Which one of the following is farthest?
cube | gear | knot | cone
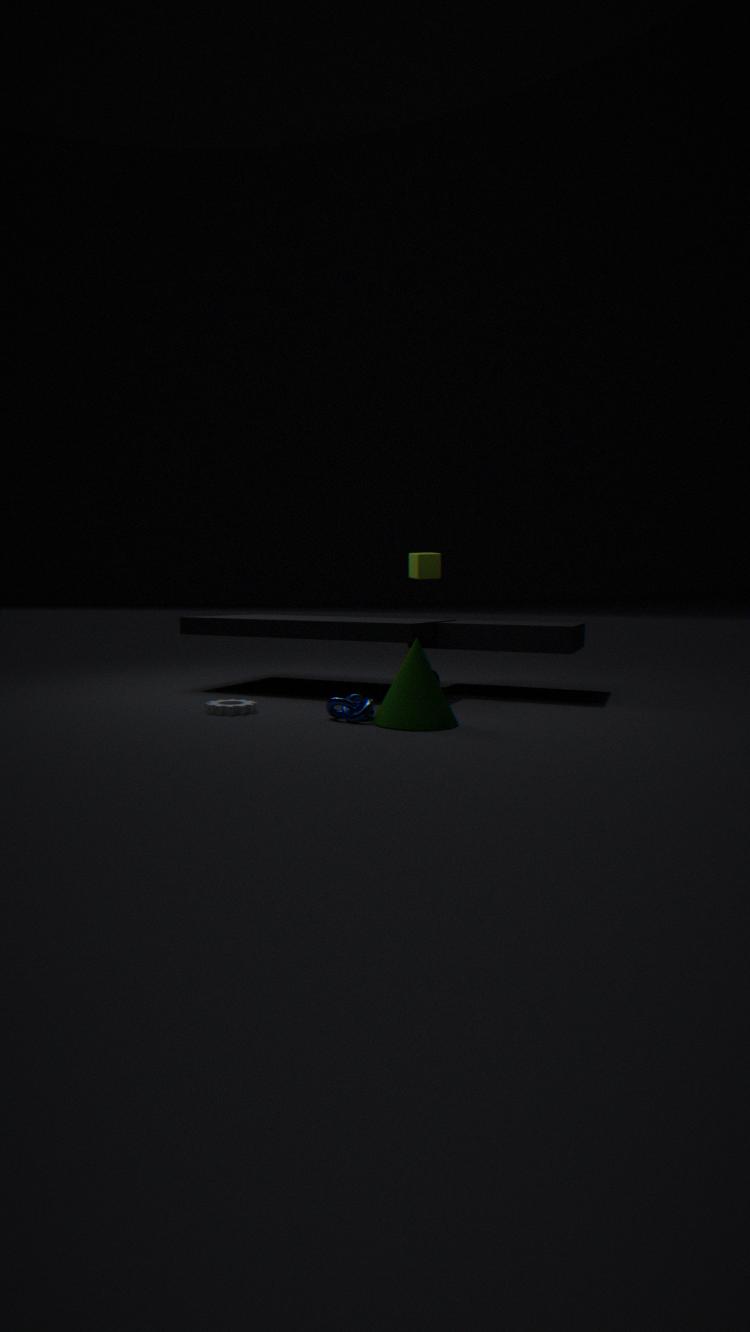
cube
